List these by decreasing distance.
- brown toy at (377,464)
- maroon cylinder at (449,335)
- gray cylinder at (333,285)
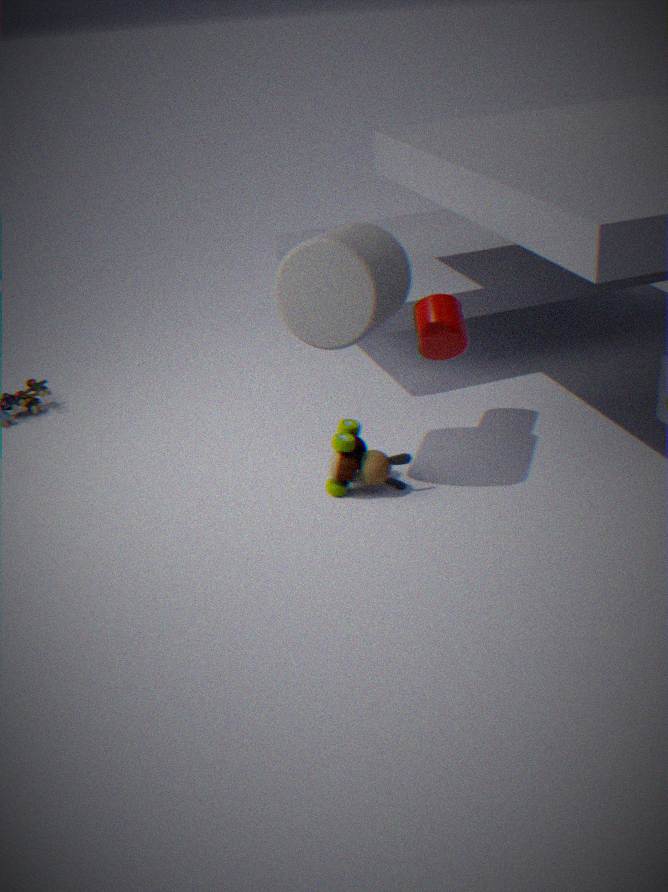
maroon cylinder at (449,335) → brown toy at (377,464) → gray cylinder at (333,285)
